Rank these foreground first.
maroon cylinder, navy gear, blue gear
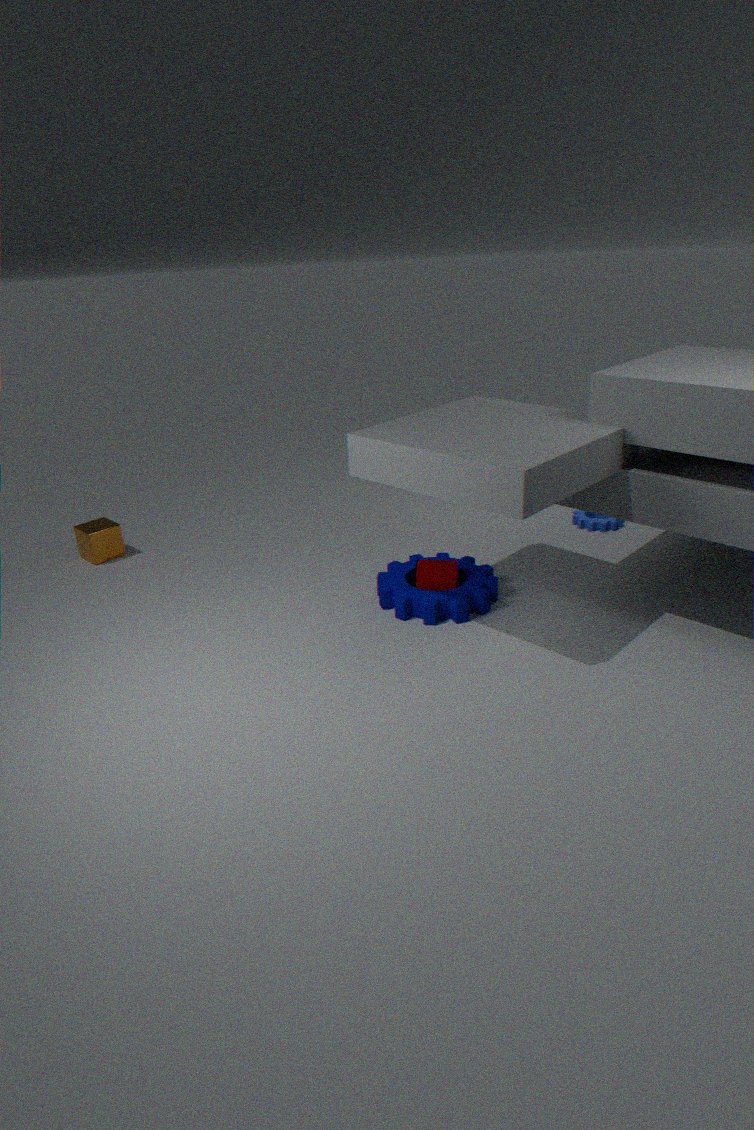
1. navy gear
2. maroon cylinder
3. blue gear
